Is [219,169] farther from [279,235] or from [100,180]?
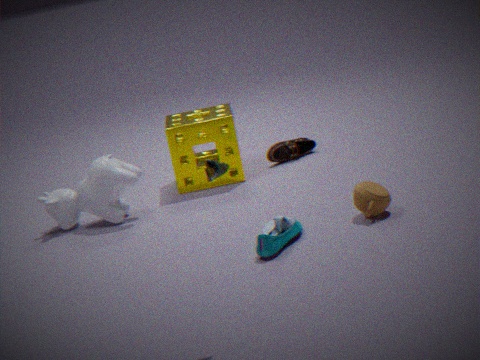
[100,180]
